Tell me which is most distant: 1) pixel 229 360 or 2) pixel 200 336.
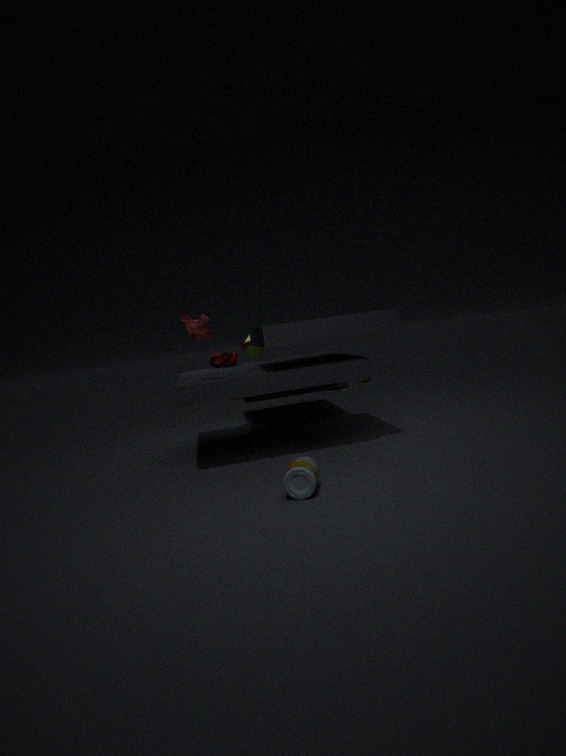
1. pixel 229 360
